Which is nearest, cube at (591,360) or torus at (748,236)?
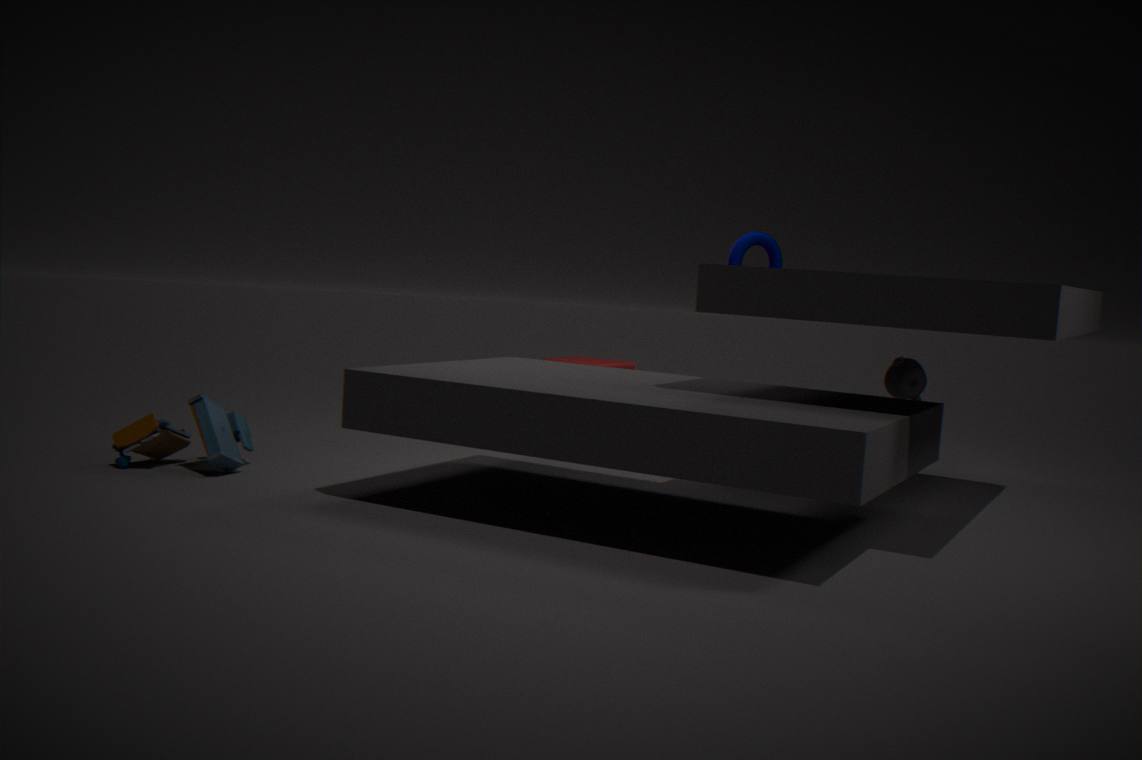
torus at (748,236)
